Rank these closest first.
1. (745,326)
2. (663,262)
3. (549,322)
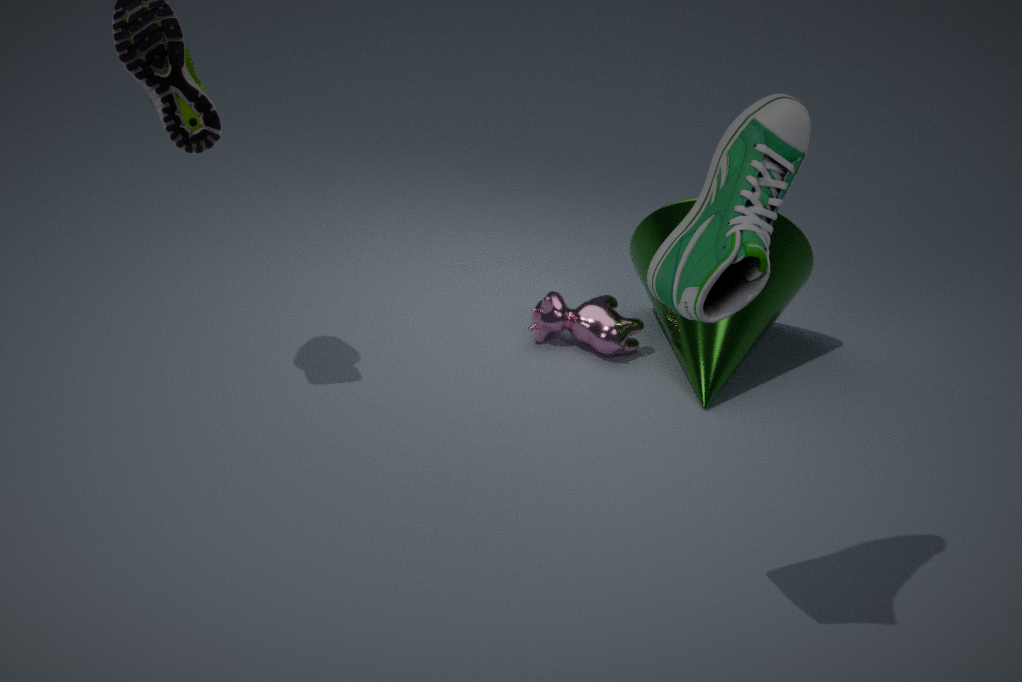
(663,262), (745,326), (549,322)
